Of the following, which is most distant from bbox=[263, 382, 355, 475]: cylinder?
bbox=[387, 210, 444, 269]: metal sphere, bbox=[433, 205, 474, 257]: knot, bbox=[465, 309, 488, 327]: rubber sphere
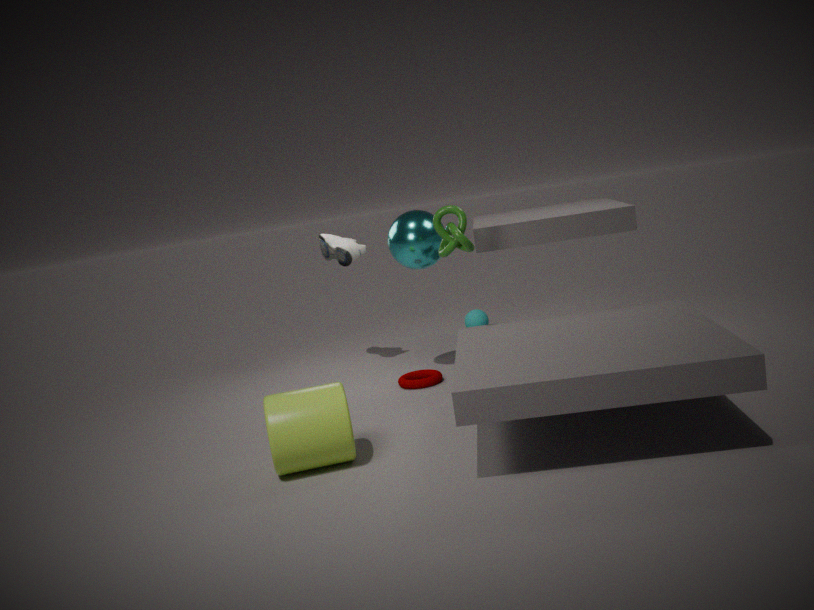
bbox=[465, 309, 488, 327]: rubber sphere
